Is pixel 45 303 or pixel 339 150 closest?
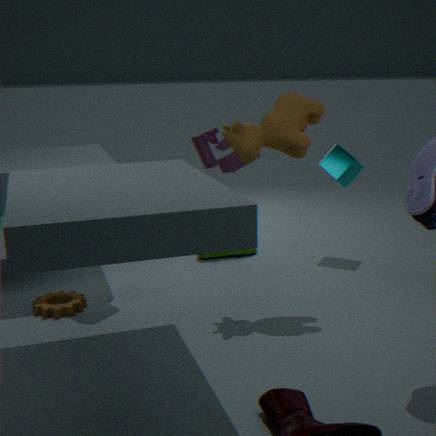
pixel 45 303
